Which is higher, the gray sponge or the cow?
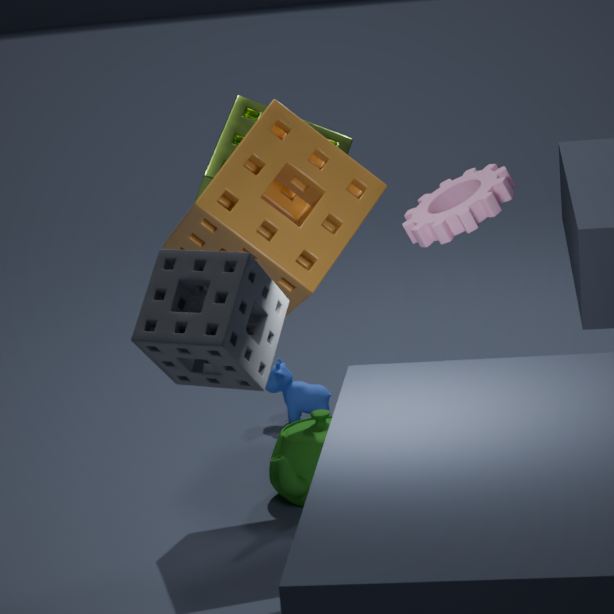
the gray sponge
